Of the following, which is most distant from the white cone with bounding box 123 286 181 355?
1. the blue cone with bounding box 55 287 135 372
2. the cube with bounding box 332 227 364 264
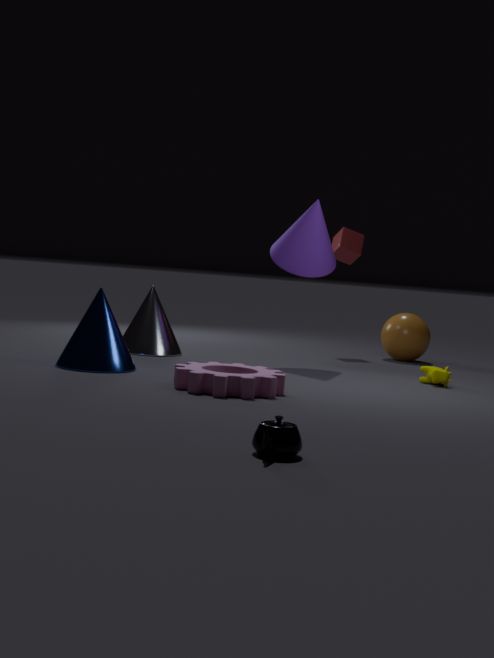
the cube with bounding box 332 227 364 264
